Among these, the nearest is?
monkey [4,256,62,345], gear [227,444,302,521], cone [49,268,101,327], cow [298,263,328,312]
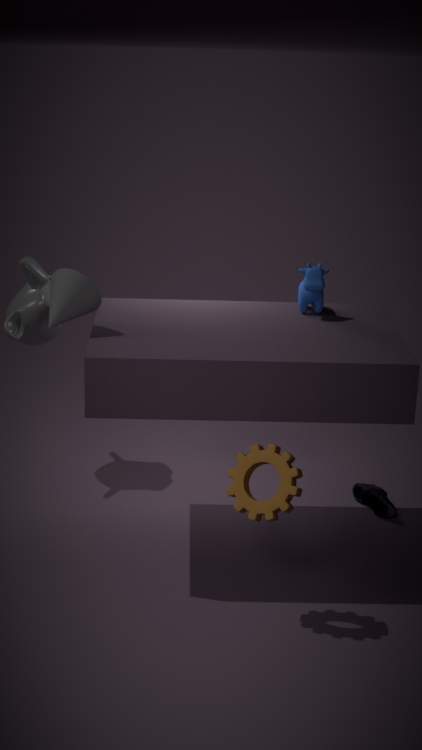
gear [227,444,302,521]
